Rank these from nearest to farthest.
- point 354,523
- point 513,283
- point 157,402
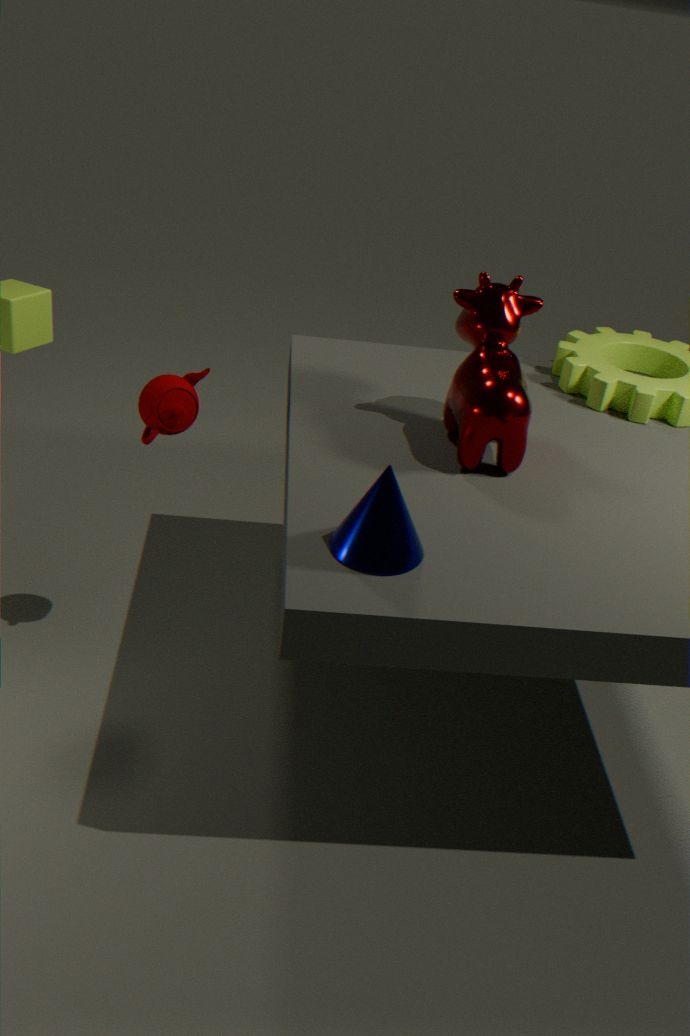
point 354,523, point 513,283, point 157,402
